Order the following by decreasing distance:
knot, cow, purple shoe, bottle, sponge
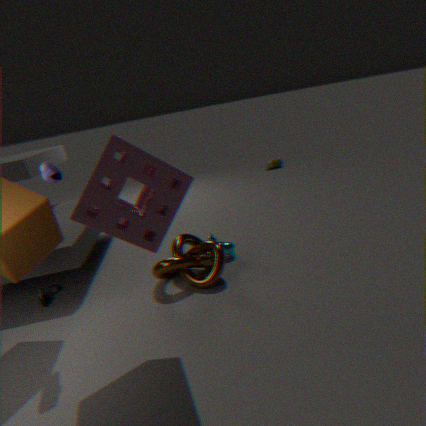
bottle, cow, knot, purple shoe, sponge
